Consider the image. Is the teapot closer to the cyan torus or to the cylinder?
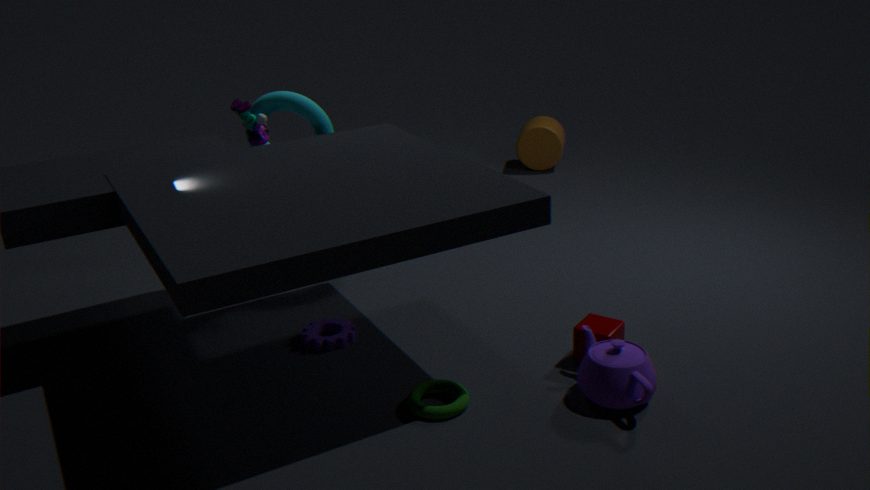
the cyan torus
